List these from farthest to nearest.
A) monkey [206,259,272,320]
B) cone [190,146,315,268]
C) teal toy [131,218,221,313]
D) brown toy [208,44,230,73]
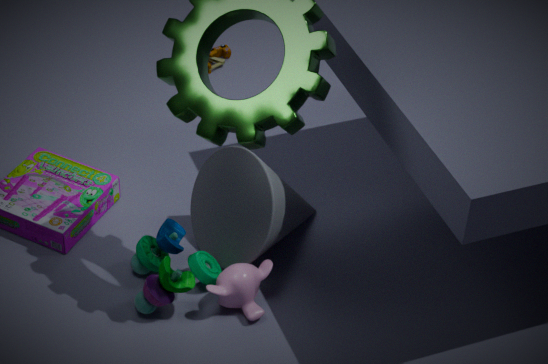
brown toy [208,44,230,73] < cone [190,146,315,268] < monkey [206,259,272,320] < teal toy [131,218,221,313]
